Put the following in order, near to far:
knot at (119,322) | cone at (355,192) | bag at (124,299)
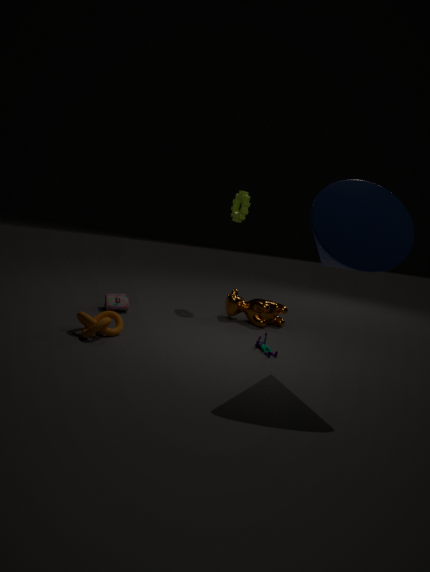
cone at (355,192) < knot at (119,322) < bag at (124,299)
